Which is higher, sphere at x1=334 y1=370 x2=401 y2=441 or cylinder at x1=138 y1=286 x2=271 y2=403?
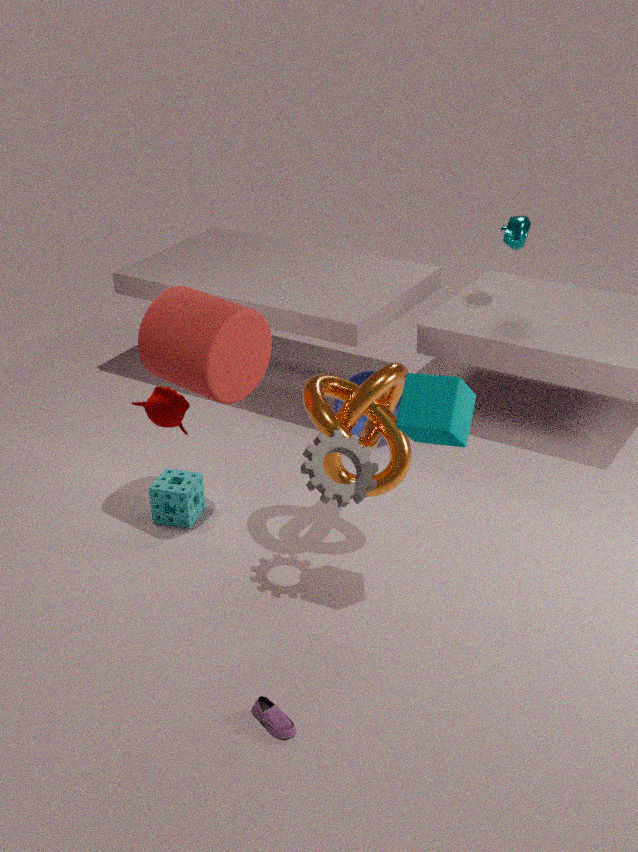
cylinder at x1=138 y1=286 x2=271 y2=403
